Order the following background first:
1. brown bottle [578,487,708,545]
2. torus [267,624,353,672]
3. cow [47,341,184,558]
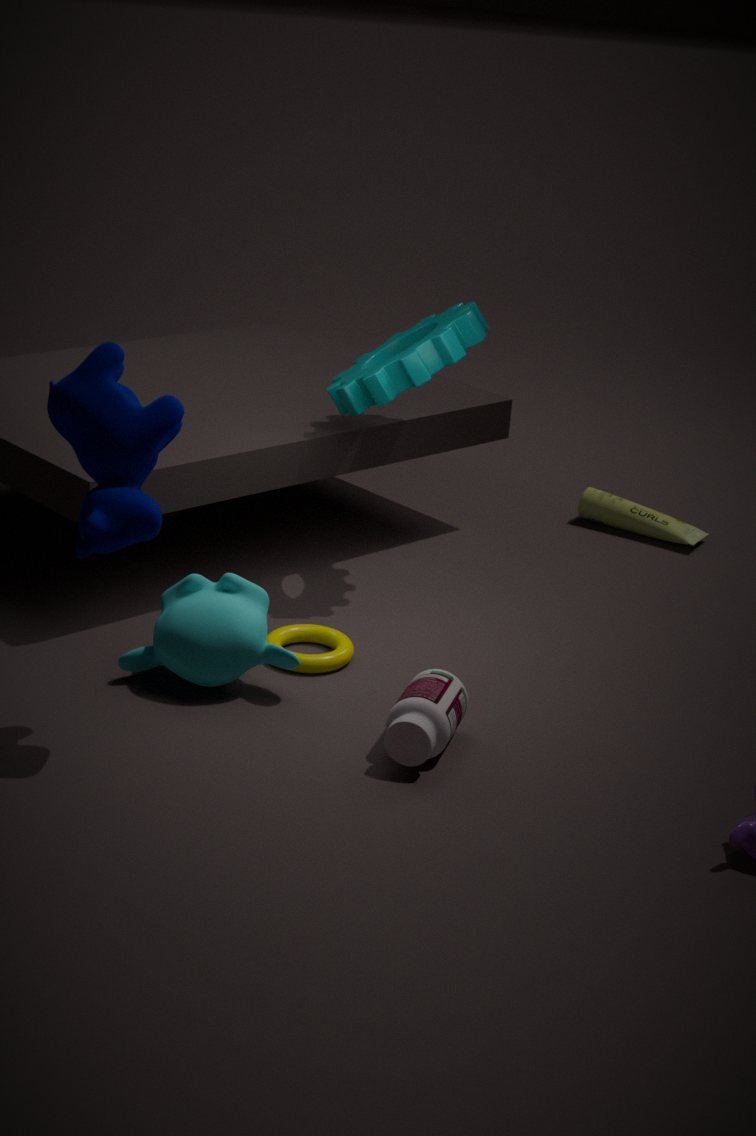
brown bottle [578,487,708,545], torus [267,624,353,672], cow [47,341,184,558]
